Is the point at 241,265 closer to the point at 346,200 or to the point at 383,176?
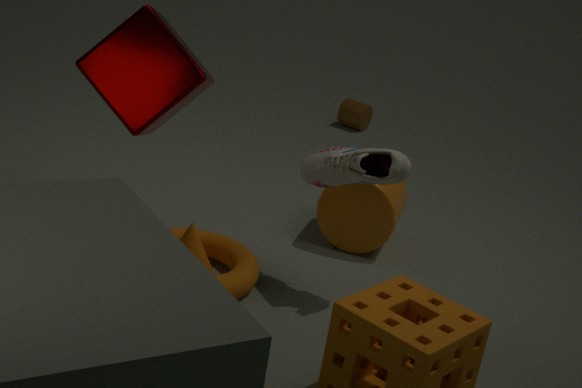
the point at 383,176
